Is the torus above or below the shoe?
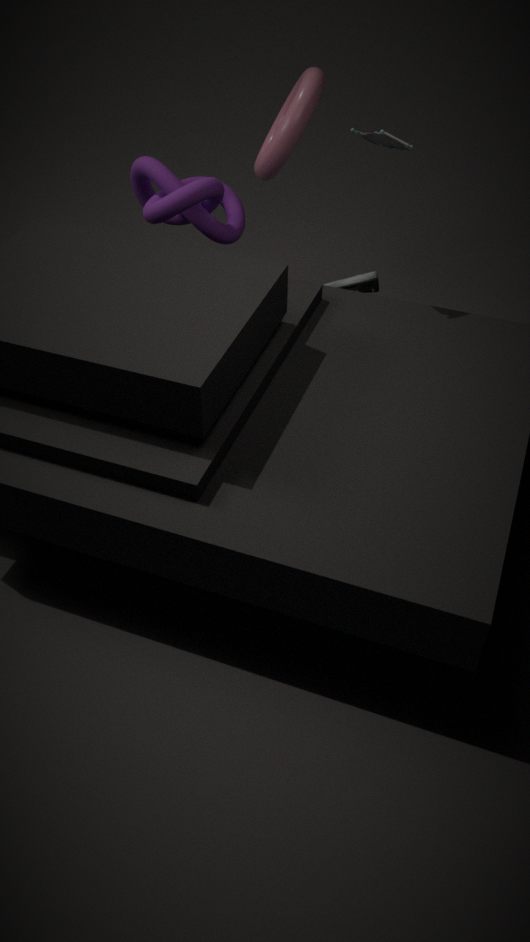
above
